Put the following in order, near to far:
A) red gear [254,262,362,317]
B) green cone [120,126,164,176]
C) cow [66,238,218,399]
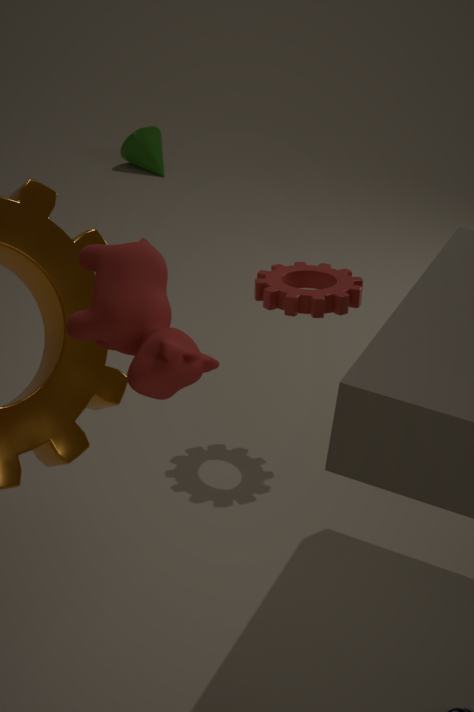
cow [66,238,218,399] → red gear [254,262,362,317] → green cone [120,126,164,176]
